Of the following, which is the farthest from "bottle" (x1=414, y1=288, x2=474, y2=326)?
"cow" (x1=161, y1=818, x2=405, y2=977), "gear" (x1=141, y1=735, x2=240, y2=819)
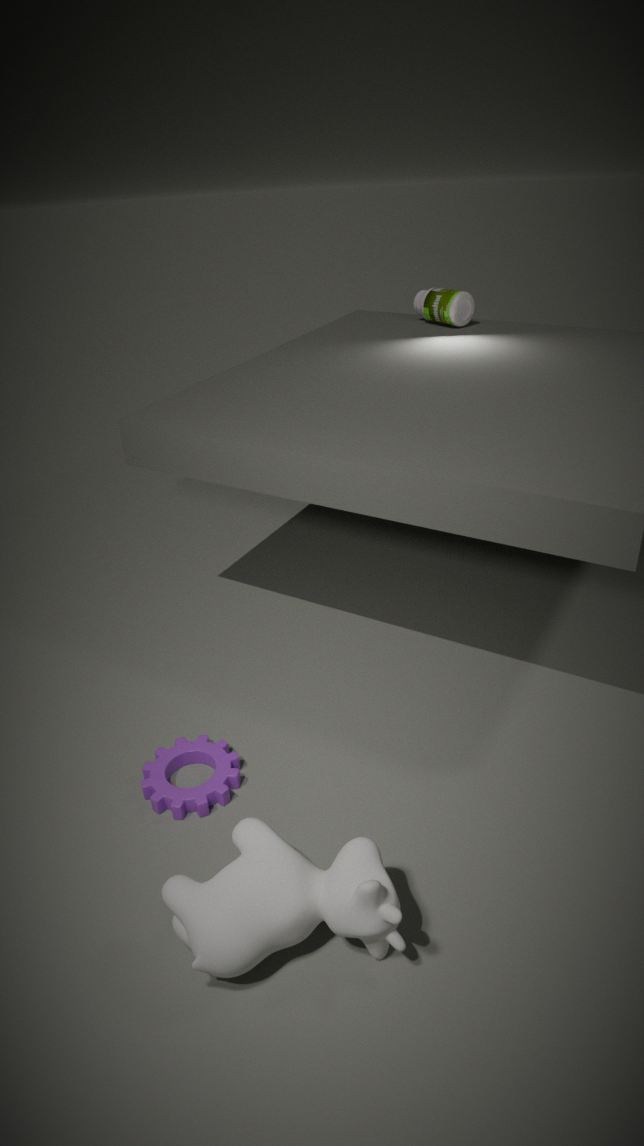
"cow" (x1=161, y1=818, x2=405, y2=977)
